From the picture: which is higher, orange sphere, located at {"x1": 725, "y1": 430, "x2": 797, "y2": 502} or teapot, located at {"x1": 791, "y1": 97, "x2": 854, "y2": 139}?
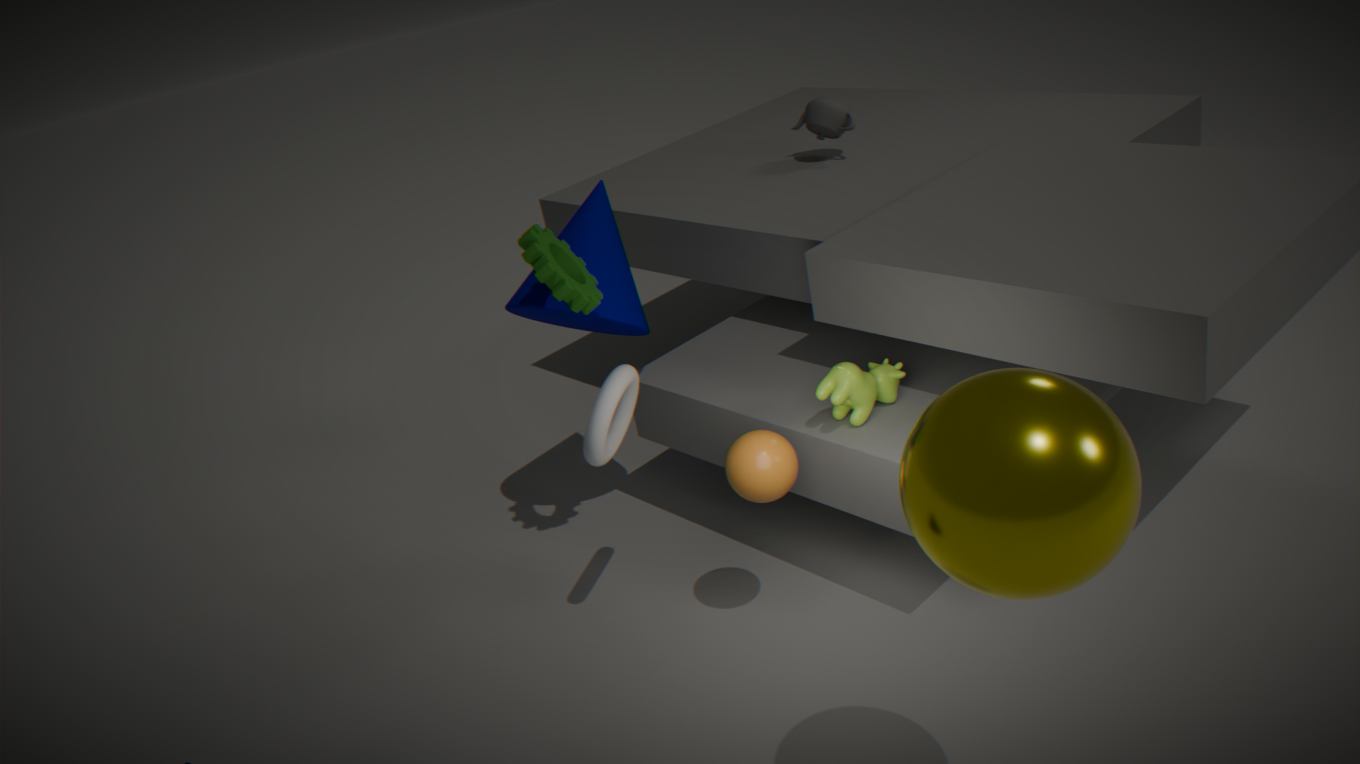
teapot, located at {"x1": 791, "y1": 97, "x2": 854, "y2": 139}
